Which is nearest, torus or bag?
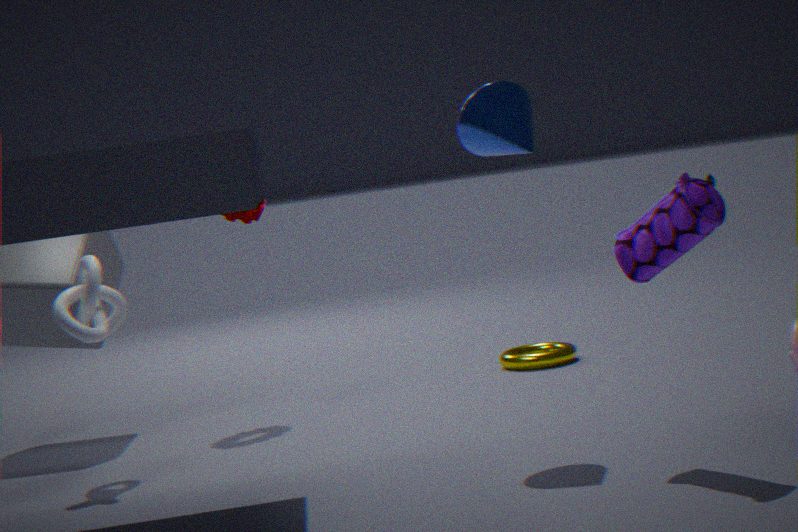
bag
